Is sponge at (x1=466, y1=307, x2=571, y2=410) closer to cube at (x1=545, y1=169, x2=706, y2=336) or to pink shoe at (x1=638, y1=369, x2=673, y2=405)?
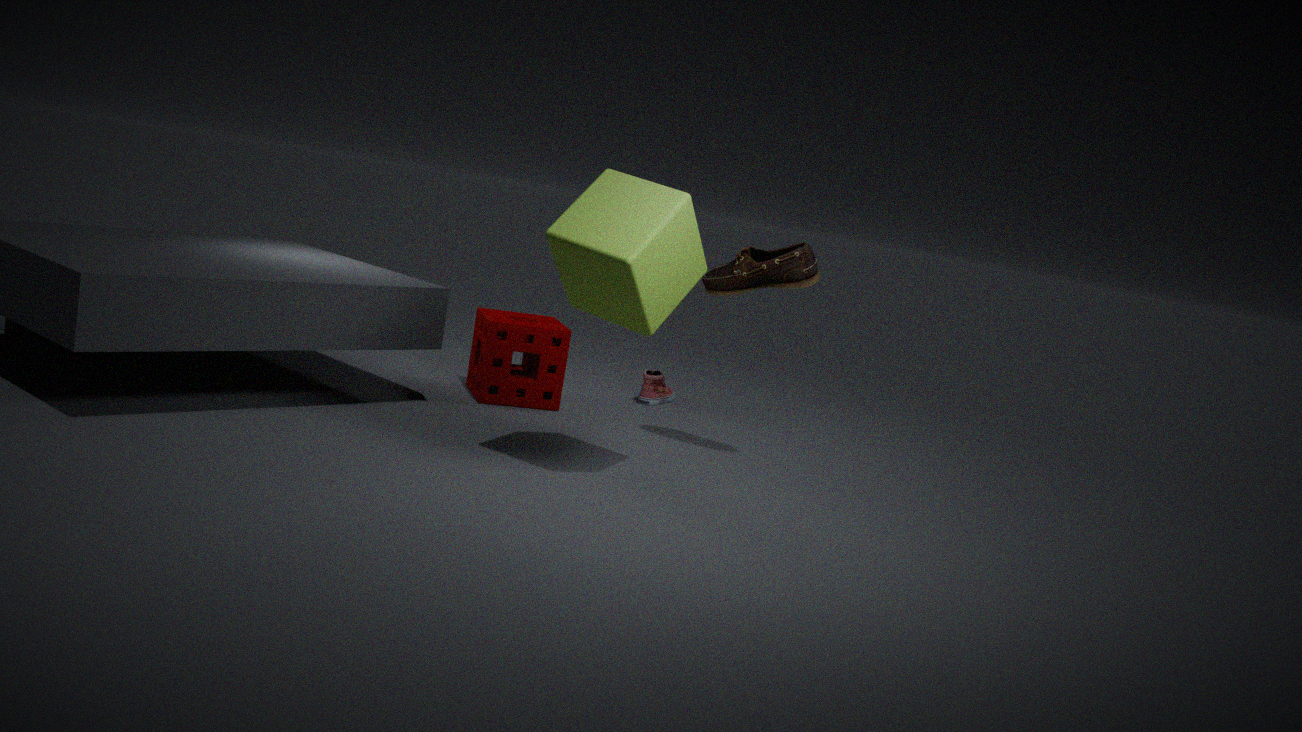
pink shoe at (x1=638, y1=369, x2=673, y2=405)
